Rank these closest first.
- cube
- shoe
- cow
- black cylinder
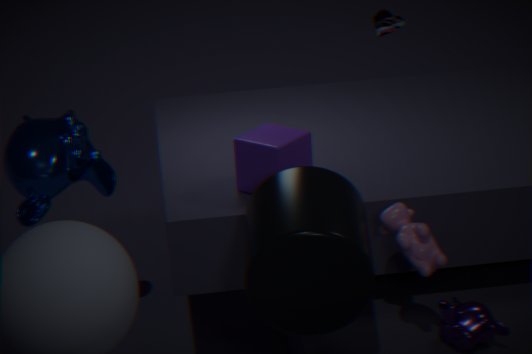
black cylinder → cow → cube → shoe
